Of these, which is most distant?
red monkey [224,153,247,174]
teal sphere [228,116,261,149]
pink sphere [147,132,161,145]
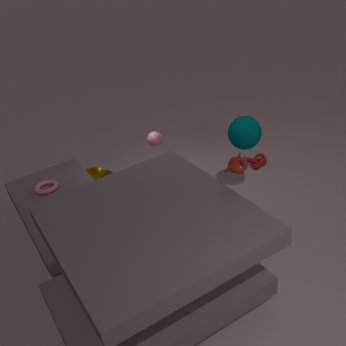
pink sphere [147,132,161,145]
